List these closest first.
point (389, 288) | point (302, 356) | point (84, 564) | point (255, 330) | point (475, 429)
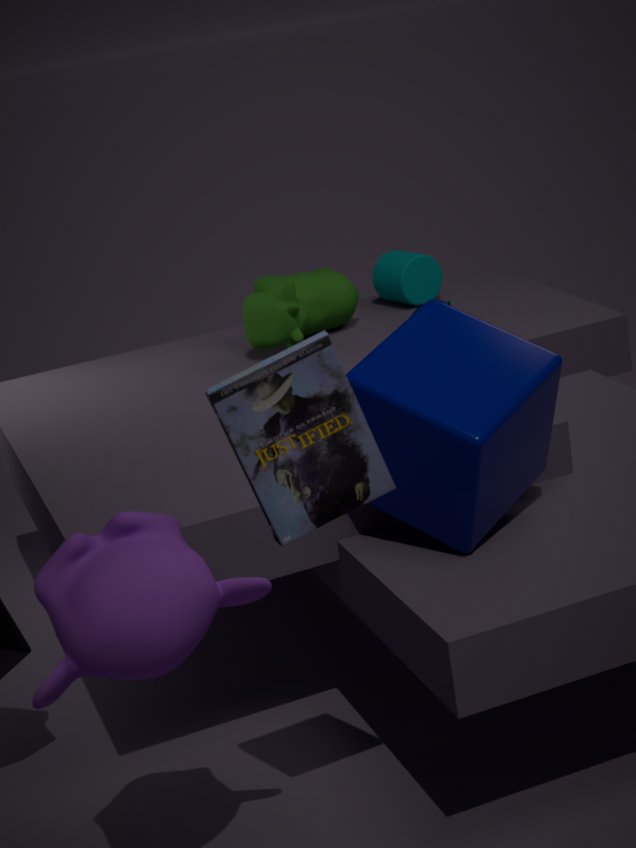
point (302, 356), point (84, 564), point (475, 429), point (255, 330), point (389, 288)
